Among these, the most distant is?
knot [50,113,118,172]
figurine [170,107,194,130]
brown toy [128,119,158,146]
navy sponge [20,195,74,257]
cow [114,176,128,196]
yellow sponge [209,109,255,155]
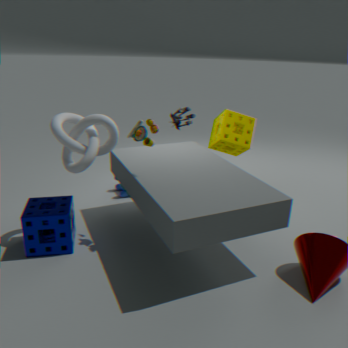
figurine [170,107,194,130]
